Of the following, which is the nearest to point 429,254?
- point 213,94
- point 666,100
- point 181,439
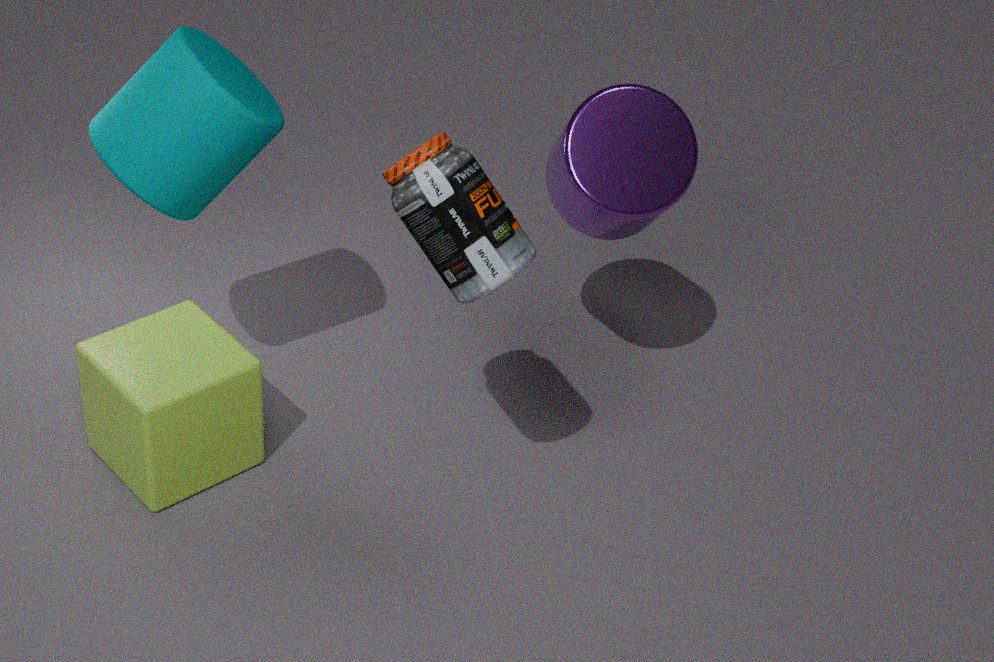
point 666,100
